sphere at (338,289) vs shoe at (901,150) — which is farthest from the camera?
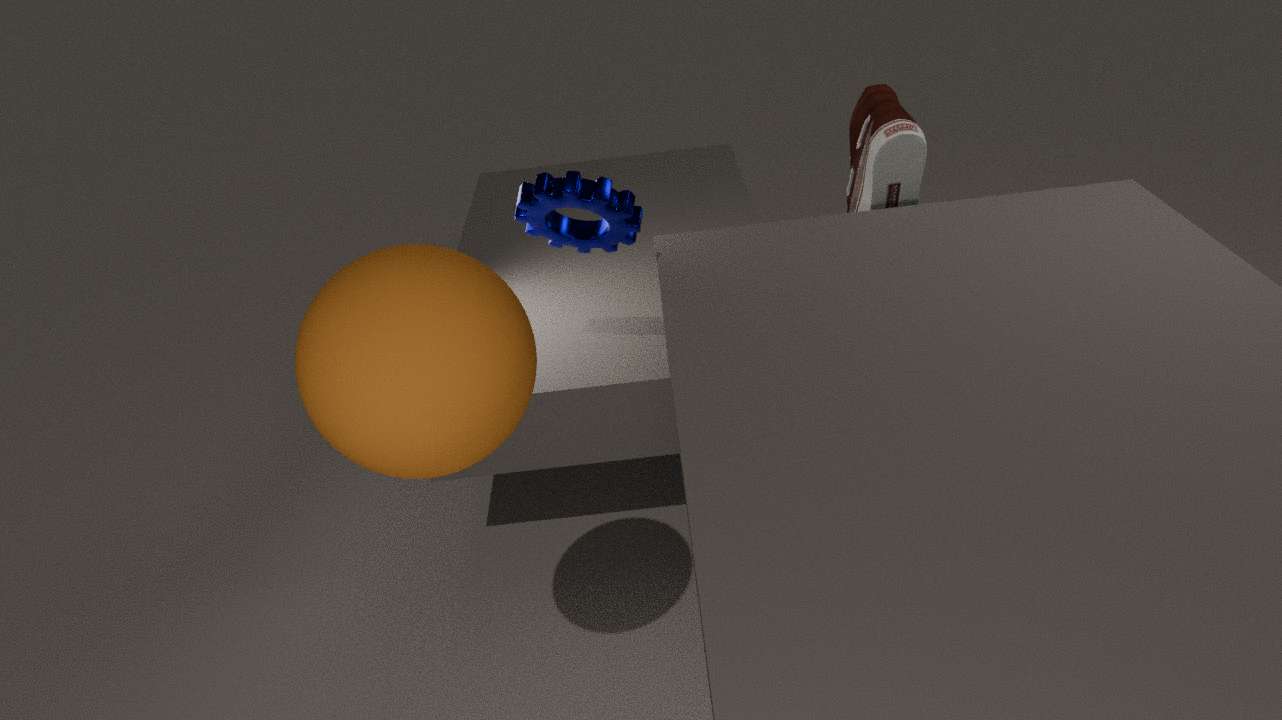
shoe at (901,150)
